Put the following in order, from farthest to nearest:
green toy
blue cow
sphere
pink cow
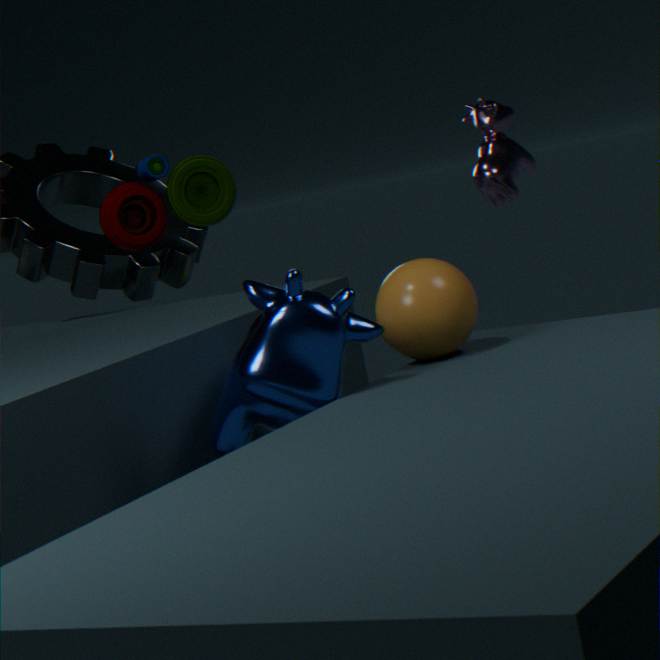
1. pink cow
2. green toy
3. sphere
4. blue cow
